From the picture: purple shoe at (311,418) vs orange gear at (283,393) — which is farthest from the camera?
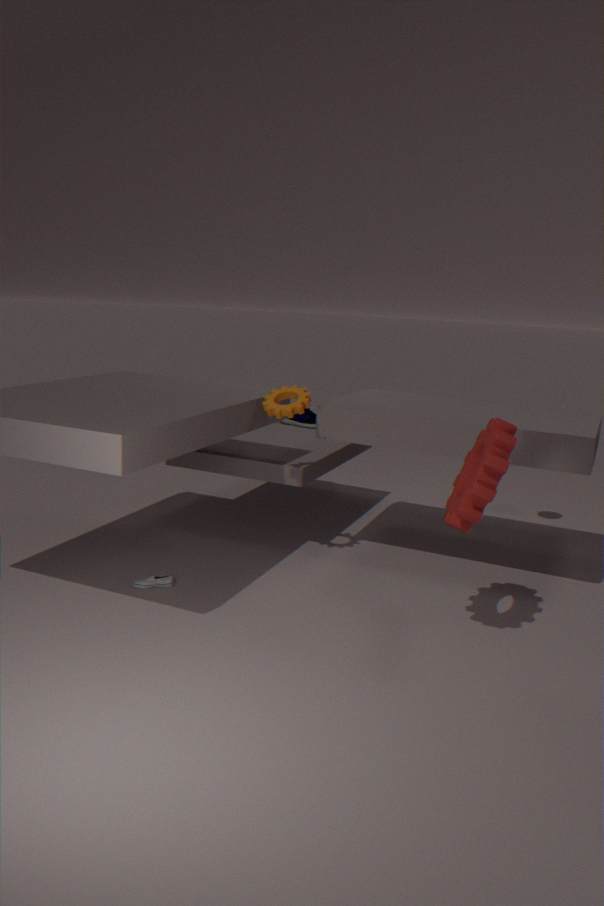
purple shoe at (311,418)
